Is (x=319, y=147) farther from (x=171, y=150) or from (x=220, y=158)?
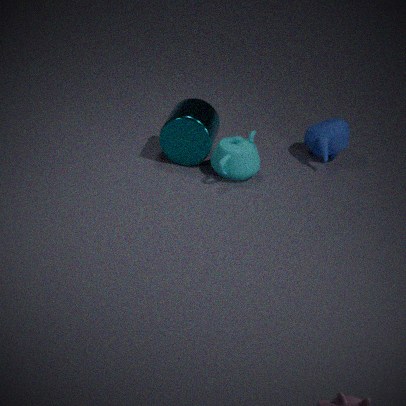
(x=171, y=150)
